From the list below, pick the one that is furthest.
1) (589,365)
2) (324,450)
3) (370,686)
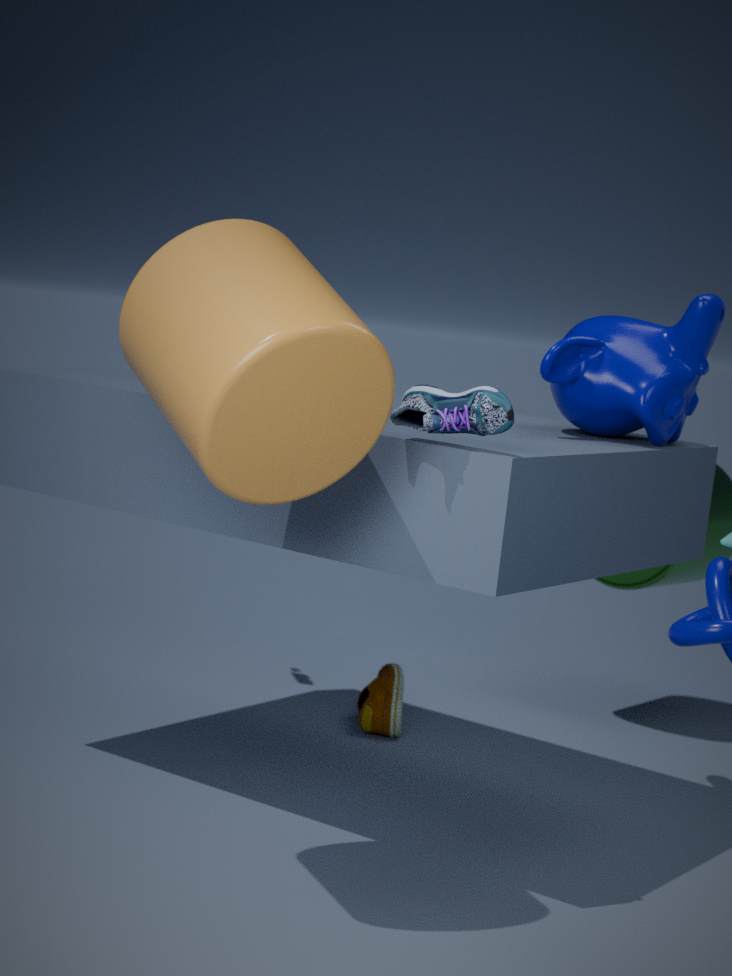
3. (370,686)
